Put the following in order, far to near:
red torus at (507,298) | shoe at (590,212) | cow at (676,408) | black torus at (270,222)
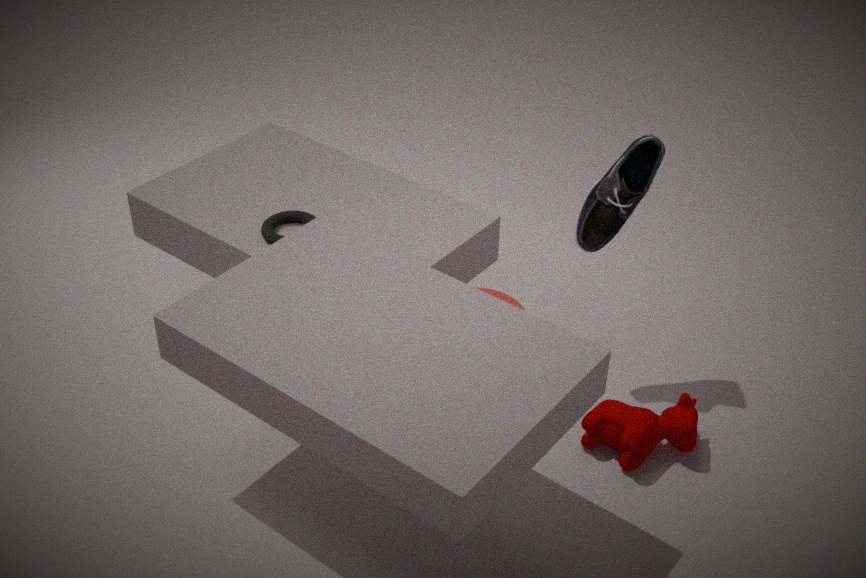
red torus at (507,298), black torus at (270,222), shoe at (590,212), cow at (676,408)
